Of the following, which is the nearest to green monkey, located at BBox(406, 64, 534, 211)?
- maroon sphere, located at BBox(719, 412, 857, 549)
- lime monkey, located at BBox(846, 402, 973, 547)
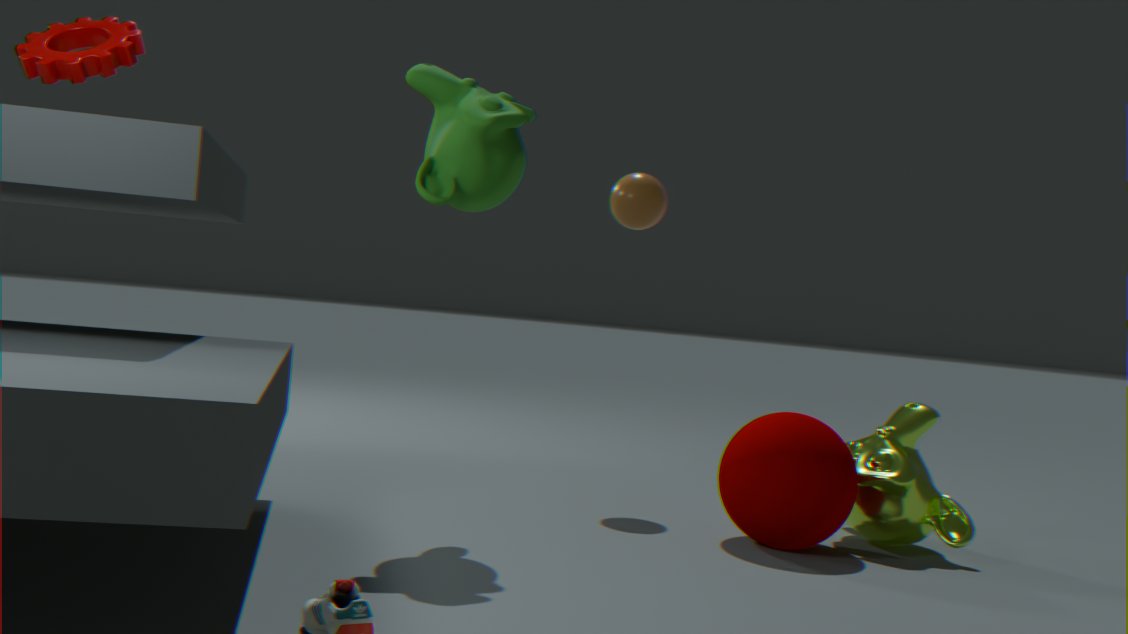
maroon sphere, located at BBox(719, 412, 857, 549)
